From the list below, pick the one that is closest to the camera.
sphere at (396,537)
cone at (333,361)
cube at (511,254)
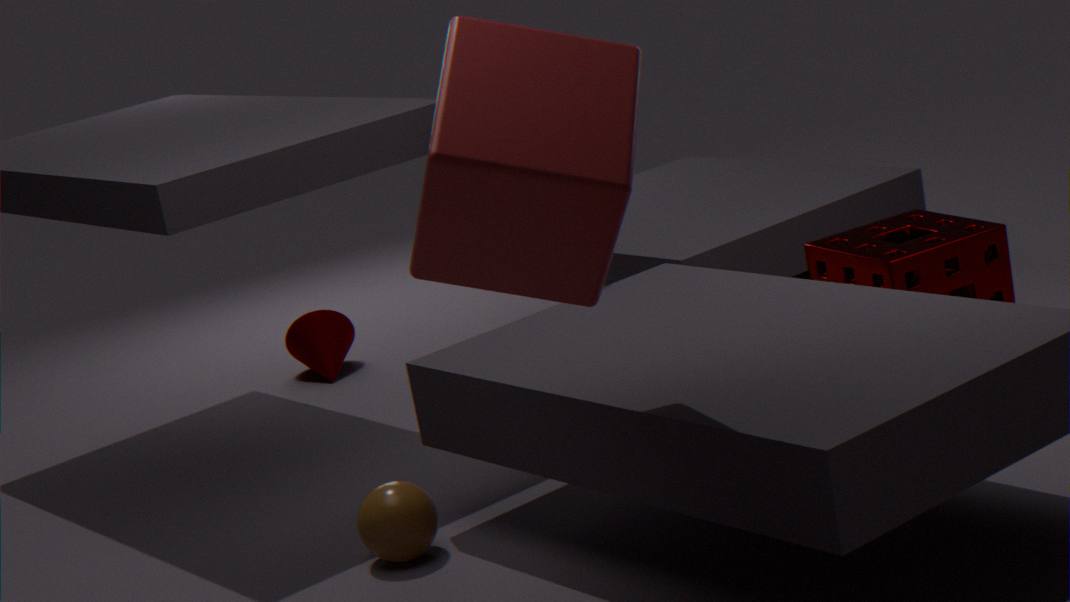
cube at (511,254)
